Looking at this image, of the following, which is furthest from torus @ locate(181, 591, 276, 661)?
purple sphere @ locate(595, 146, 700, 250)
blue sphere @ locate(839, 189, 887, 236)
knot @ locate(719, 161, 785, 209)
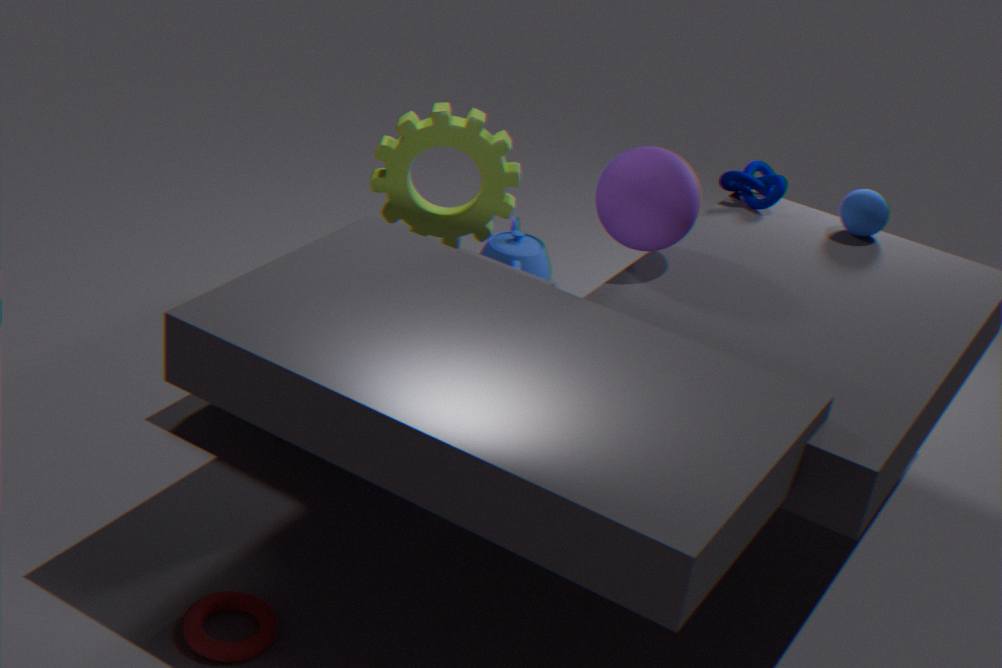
blue sphere @ locate(839, 189, 887, 236)
